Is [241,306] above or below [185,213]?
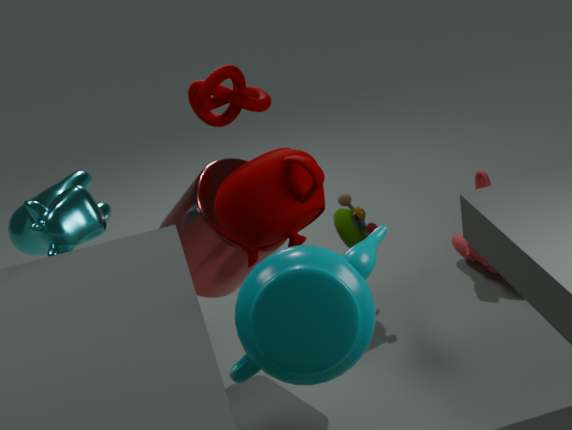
above
